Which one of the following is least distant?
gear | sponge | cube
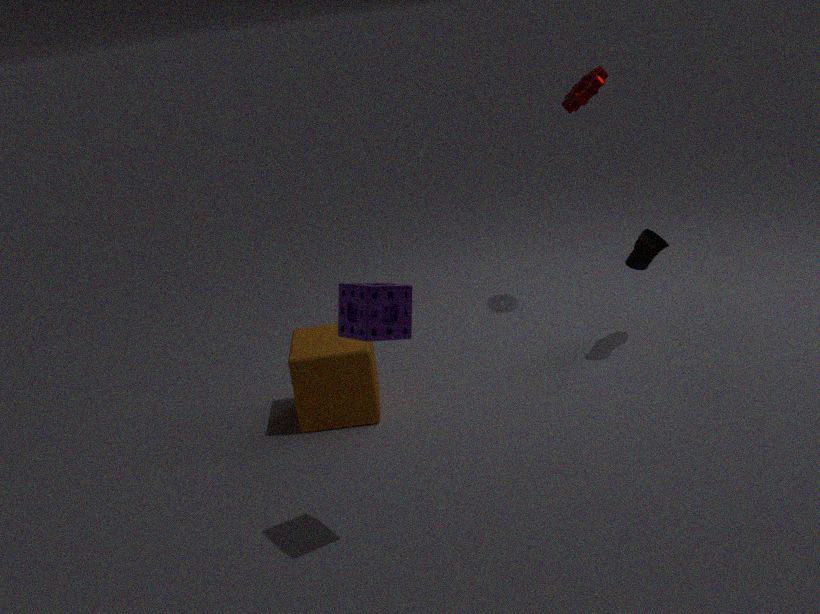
sponge
